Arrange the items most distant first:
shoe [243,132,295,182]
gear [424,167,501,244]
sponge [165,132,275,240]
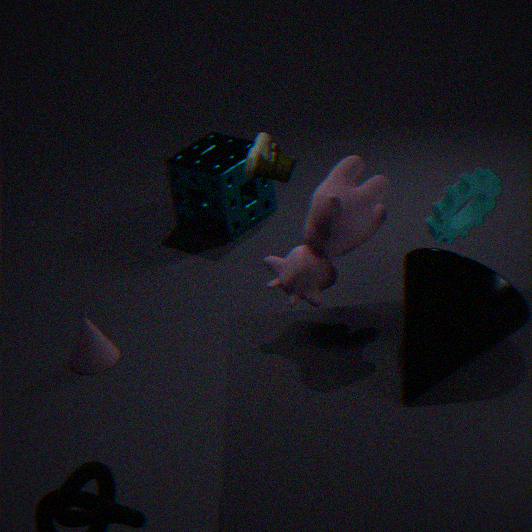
sponge [165,132,275,240] → shoe [243,132,295,182] → gear [424,167,501,244]
